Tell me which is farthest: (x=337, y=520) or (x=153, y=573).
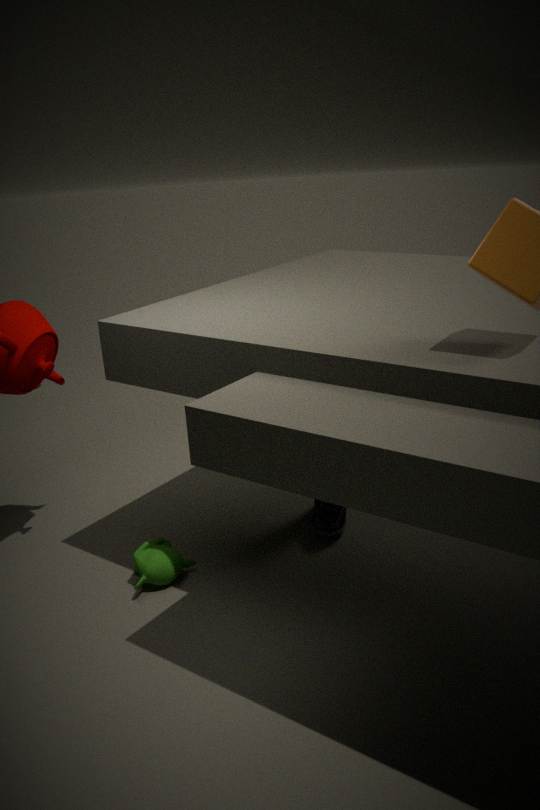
(x=337, y=520)
